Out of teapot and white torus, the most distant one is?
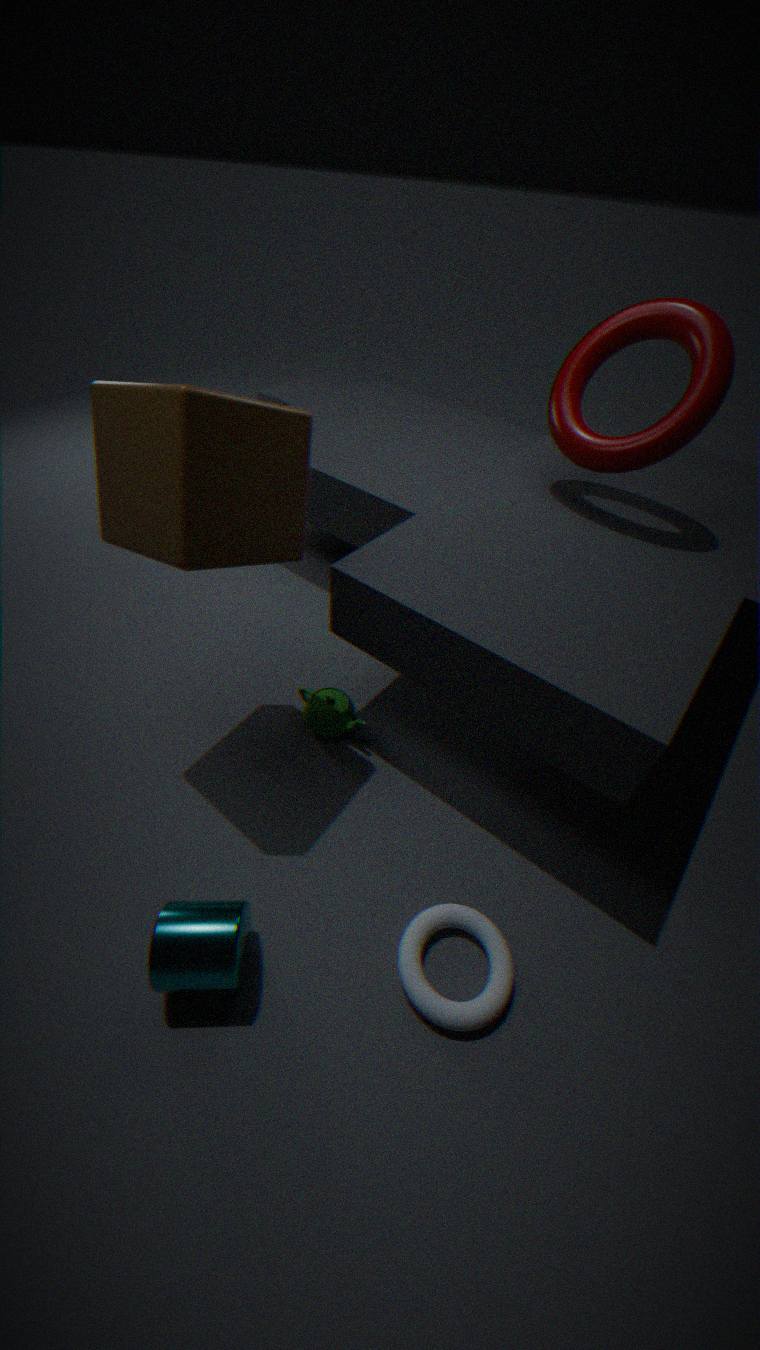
teapot
